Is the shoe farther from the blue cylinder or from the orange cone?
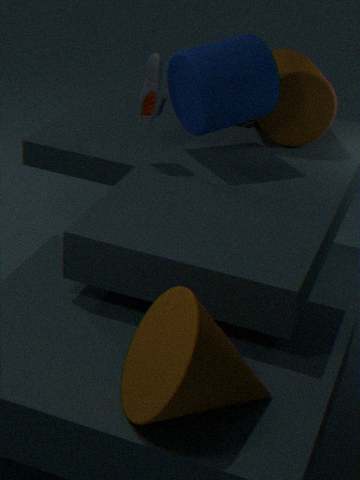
the orange cone
